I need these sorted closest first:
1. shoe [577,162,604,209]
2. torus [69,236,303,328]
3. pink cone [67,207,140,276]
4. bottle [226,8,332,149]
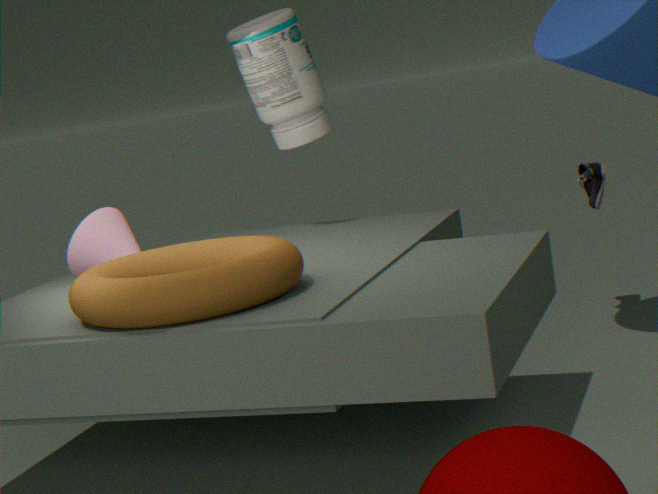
torus [69,236,303,328]
pink cone [67,207,140,276]
bottle [226,8,332,149]
shoe [577,162,604,209]
